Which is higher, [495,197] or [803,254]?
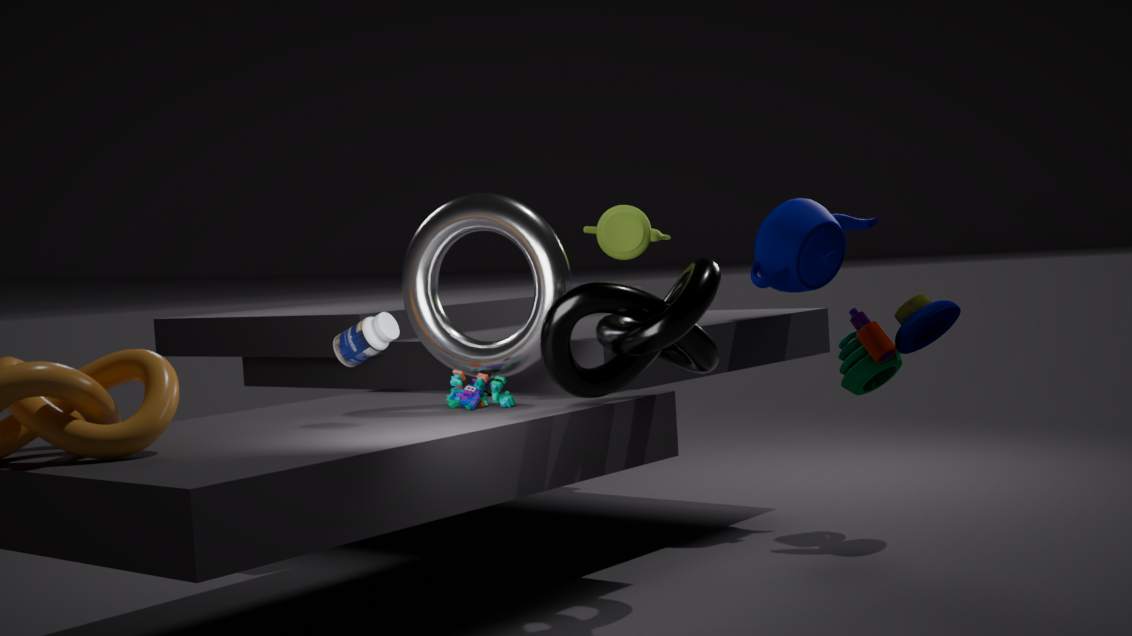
[803,254]
